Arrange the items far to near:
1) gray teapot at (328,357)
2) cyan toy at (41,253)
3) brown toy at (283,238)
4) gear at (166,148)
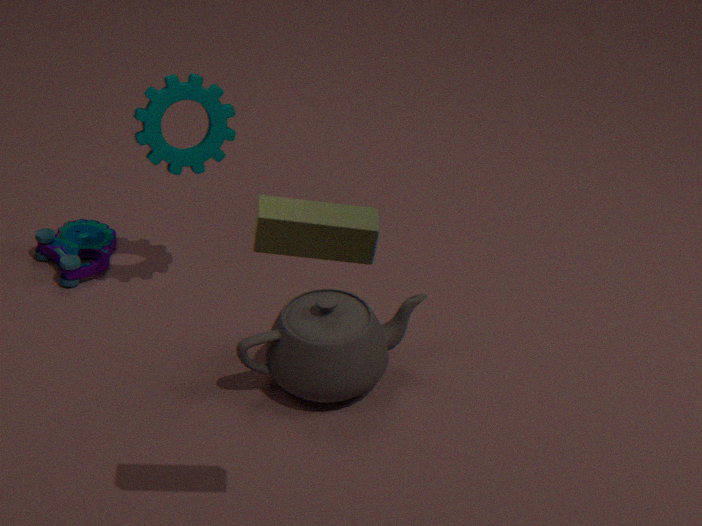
2. cyan toy at (41,253) → 4. gear at (166,148) → 1. gray teapot at (328,357) → 3. brown toy at (283,238)
